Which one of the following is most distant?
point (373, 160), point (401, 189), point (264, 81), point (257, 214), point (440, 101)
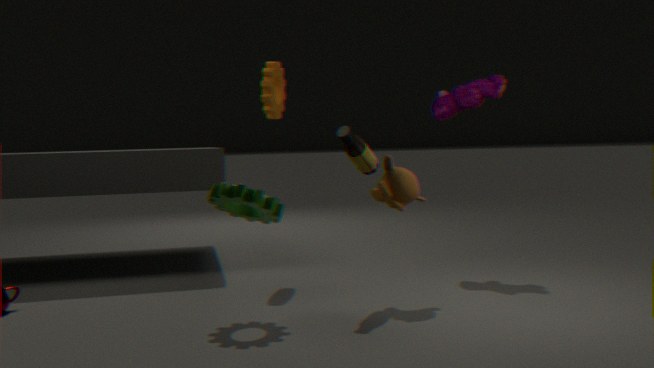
point (440, 101)
